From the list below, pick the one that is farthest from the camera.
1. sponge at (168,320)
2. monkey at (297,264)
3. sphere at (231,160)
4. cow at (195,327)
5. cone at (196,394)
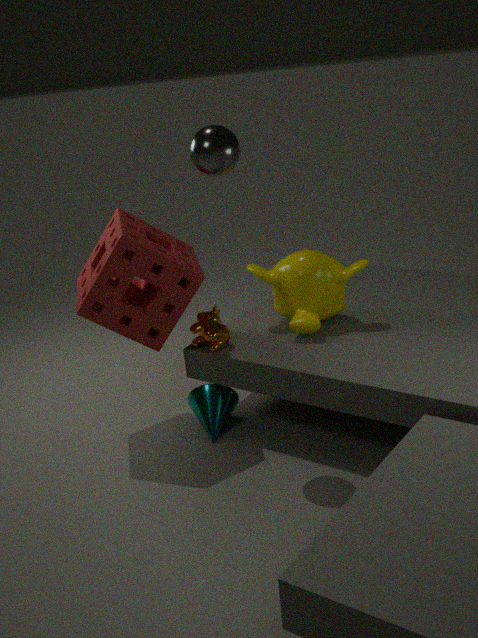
monkey at (297,264)
